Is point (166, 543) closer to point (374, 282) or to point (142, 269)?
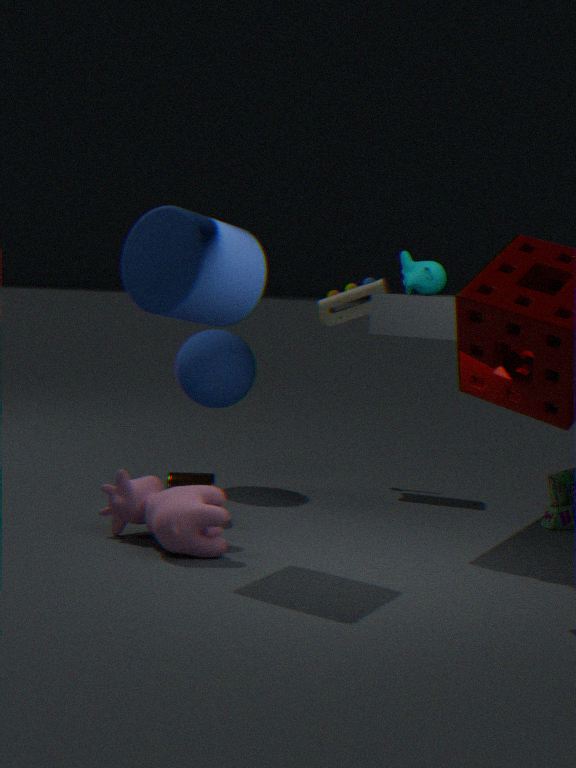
point (142, 269)
